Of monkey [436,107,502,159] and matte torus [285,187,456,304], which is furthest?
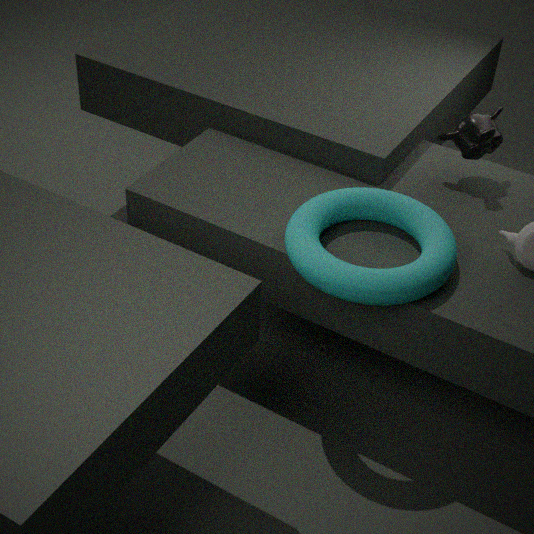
monkey [436,107,502,159]
